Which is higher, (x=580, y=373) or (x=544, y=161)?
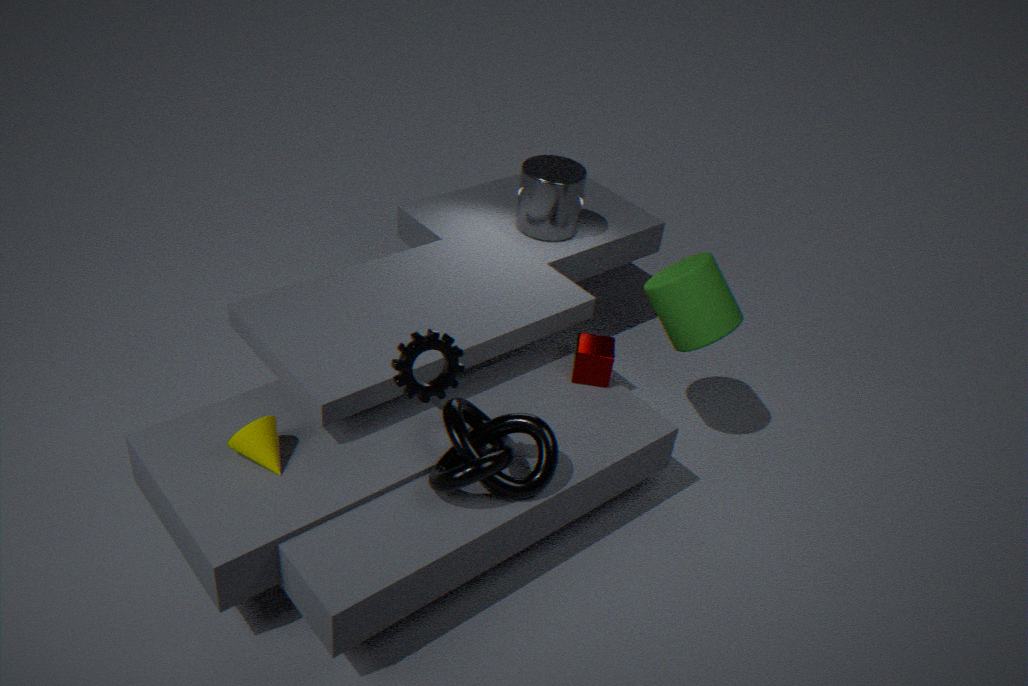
(x=544, y=161)
